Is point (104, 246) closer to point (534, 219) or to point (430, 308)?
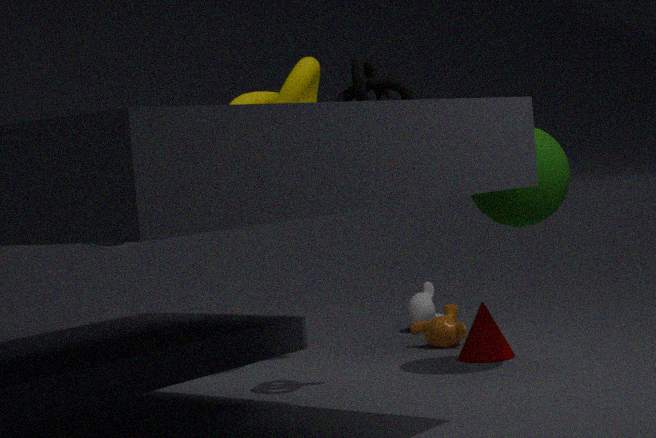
point (430, 308)
